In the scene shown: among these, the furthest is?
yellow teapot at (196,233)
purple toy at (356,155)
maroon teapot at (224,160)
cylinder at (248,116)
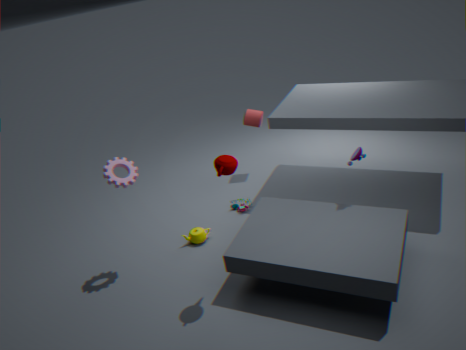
cylinder at (248,116)
